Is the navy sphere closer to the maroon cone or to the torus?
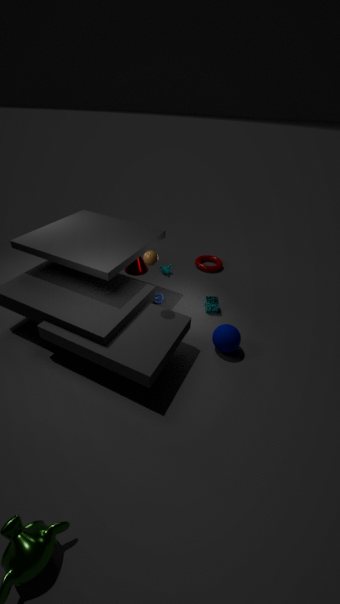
the torus
